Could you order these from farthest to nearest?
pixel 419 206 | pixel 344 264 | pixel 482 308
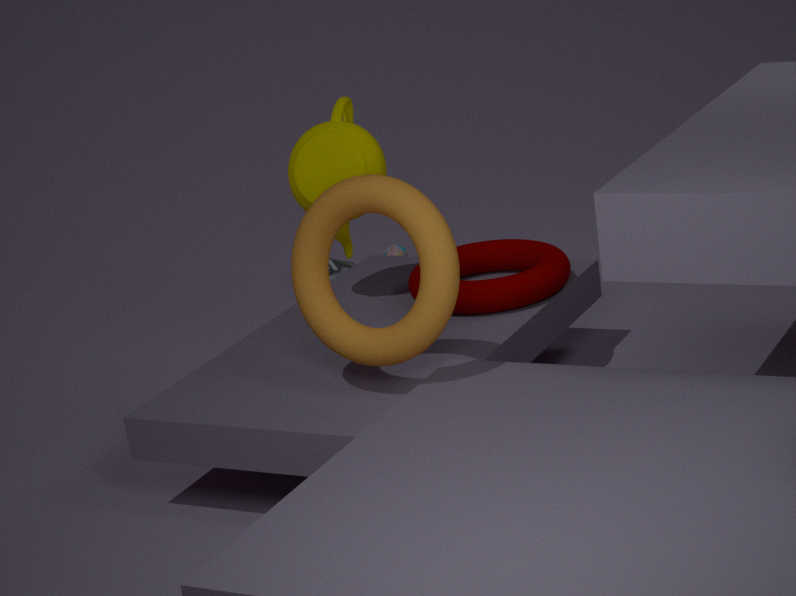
pixel 344 264 < pixel 482 308 < pixel 419 206
